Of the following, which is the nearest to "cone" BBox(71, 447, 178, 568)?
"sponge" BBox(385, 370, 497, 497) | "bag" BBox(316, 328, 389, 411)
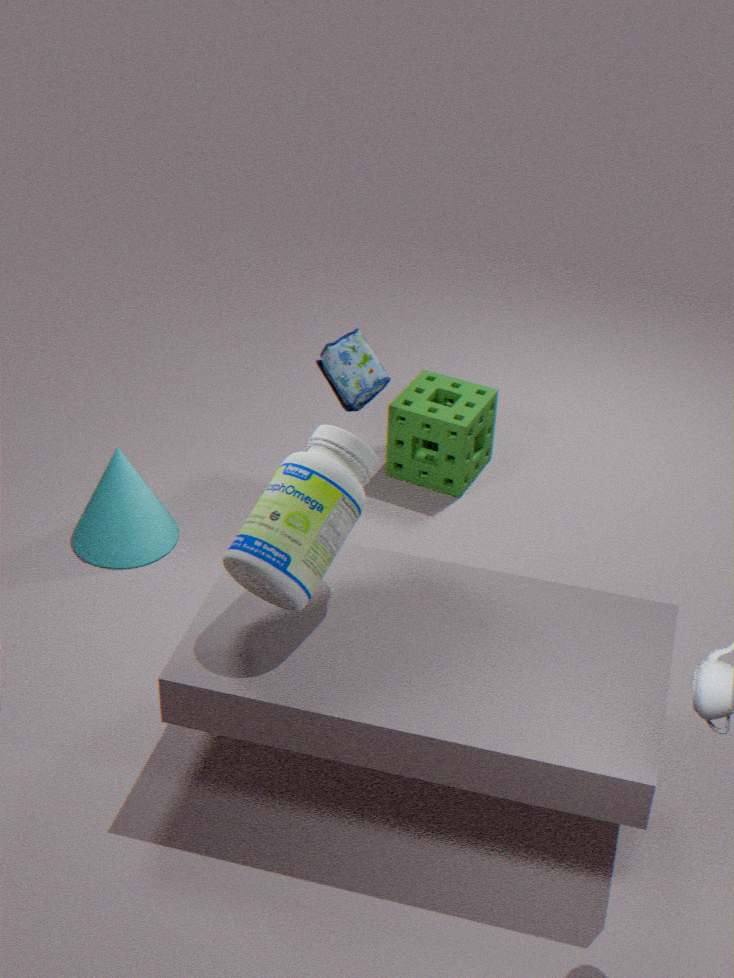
"bag" BBox(316, 328, 389, 411)
